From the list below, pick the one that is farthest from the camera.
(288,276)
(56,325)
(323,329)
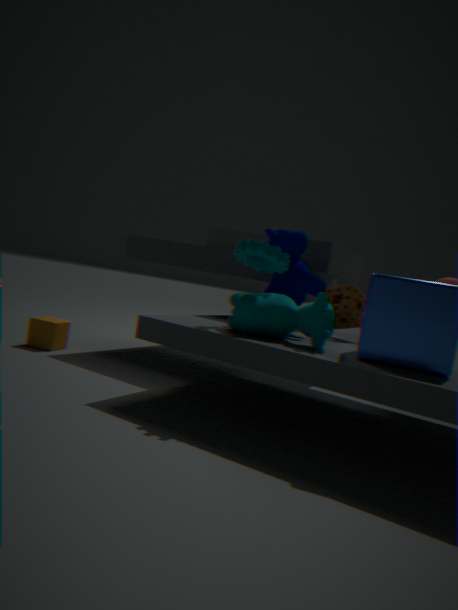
(56,325)
